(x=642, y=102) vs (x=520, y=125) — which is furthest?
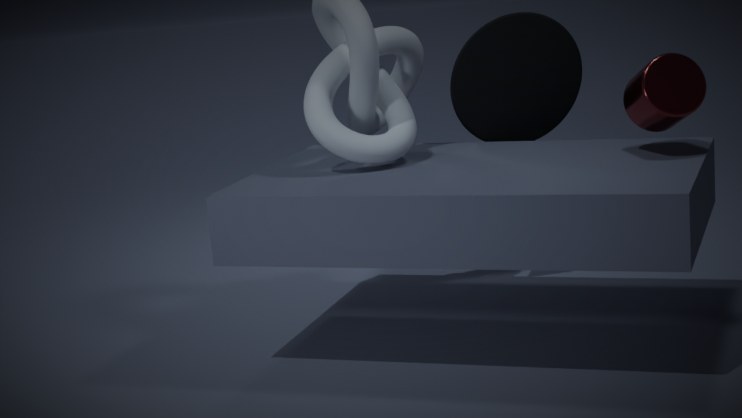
(x=520, y=125)
